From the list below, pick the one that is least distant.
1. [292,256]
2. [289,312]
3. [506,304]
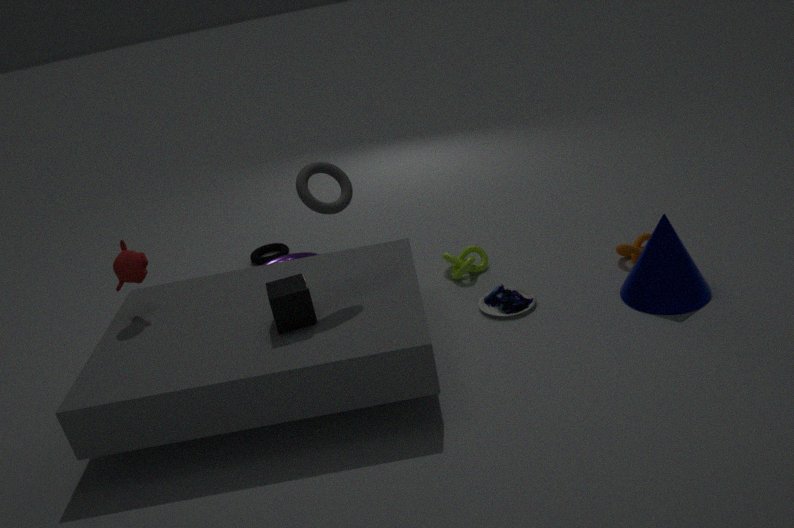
[289,312]
